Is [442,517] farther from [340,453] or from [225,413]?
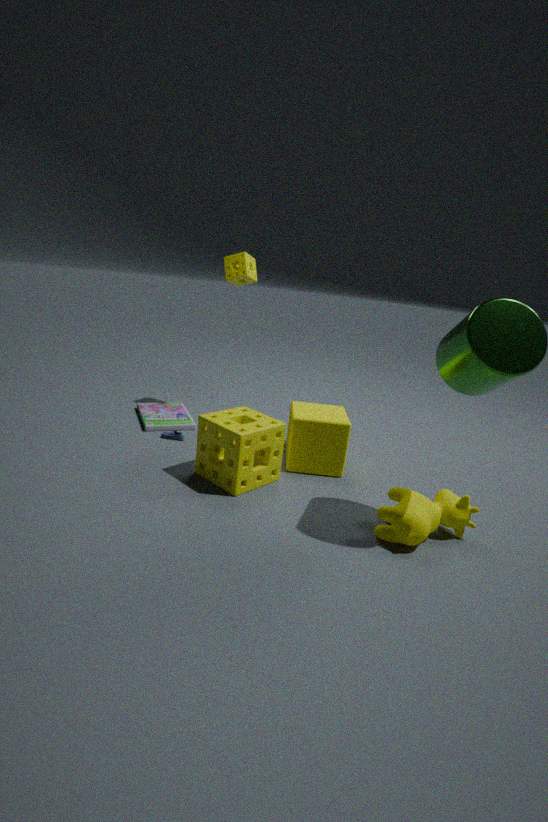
[225,413]
